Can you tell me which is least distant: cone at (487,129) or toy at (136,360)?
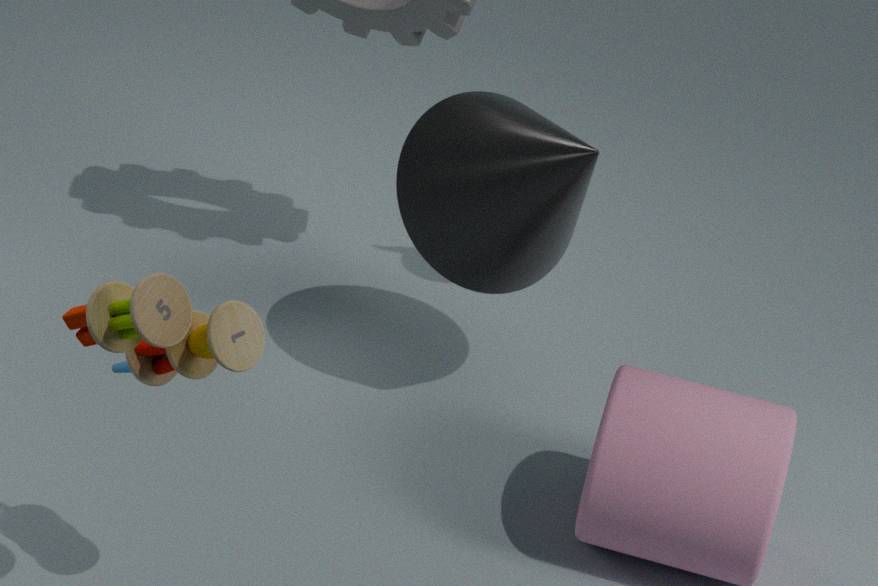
toy at (136,360)
